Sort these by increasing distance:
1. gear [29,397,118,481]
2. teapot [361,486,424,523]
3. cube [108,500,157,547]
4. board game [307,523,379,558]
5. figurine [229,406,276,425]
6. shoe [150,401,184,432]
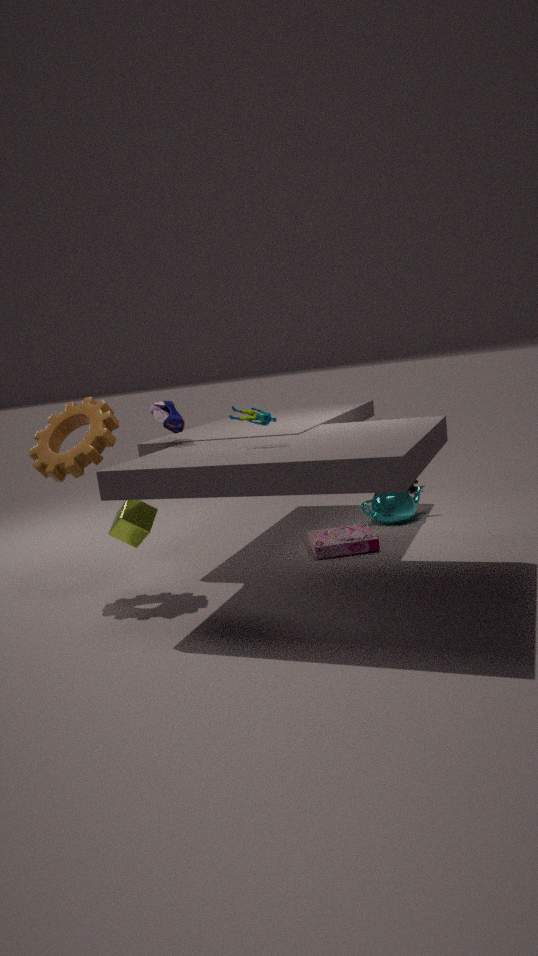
figurine [229,406,276,425]
cube [108,500,157,547]
gear [29,397,118,481]
shoe [150,401,184,432]
board game [307,523,379,558]
teapot [361,486,424,523]
